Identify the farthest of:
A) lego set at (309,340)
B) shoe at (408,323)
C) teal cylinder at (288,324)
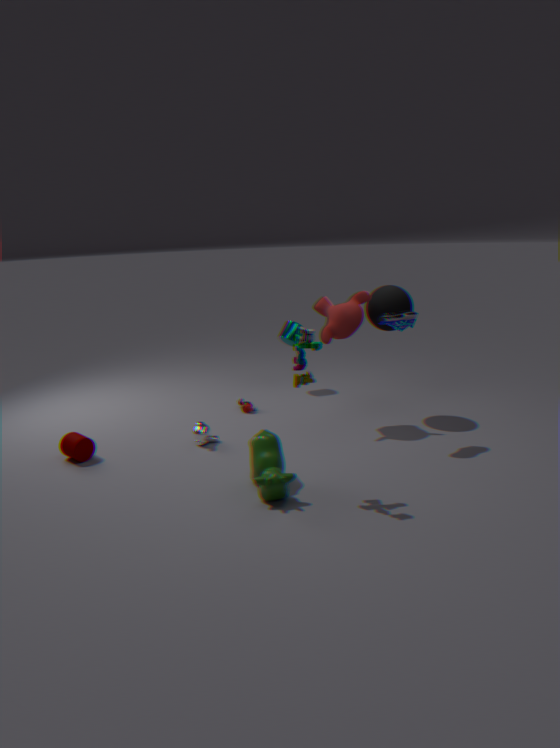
teal cylinder at (288,324)
